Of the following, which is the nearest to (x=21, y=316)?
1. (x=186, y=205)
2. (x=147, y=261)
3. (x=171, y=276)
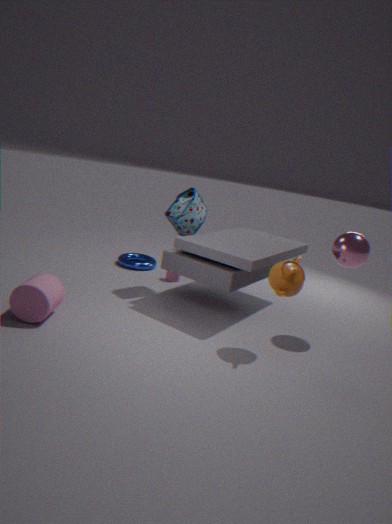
(x=186, y=205)
